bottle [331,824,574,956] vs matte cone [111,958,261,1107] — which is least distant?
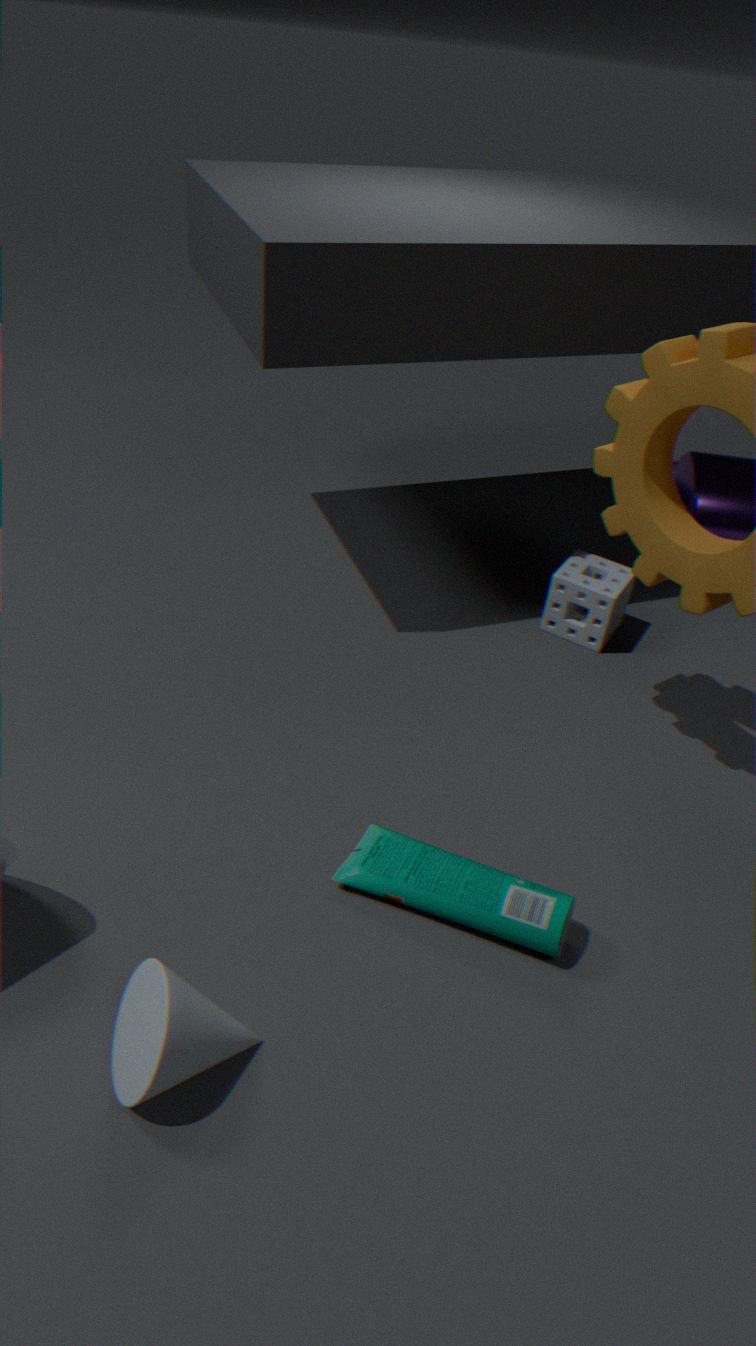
matte cone [111,958,261,1107]
